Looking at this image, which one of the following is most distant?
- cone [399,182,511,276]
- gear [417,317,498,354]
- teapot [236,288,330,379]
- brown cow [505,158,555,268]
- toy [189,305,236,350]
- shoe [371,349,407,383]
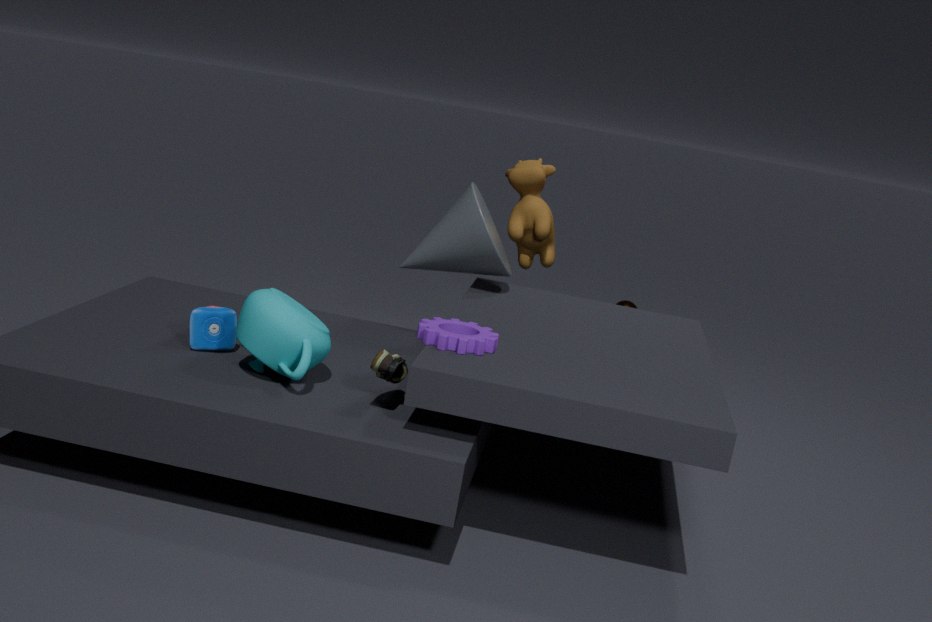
brown cow [505,158,555,268]
